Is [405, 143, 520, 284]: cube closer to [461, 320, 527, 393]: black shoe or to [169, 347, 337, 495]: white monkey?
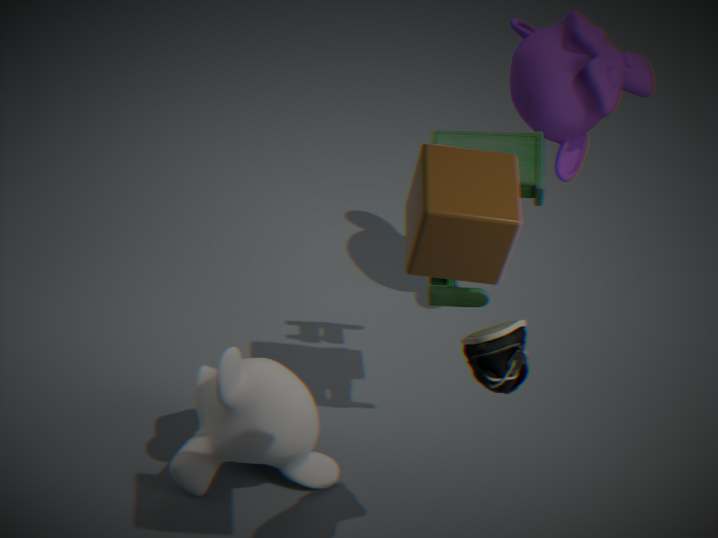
[461, 320, 527, 393]: black shoe
